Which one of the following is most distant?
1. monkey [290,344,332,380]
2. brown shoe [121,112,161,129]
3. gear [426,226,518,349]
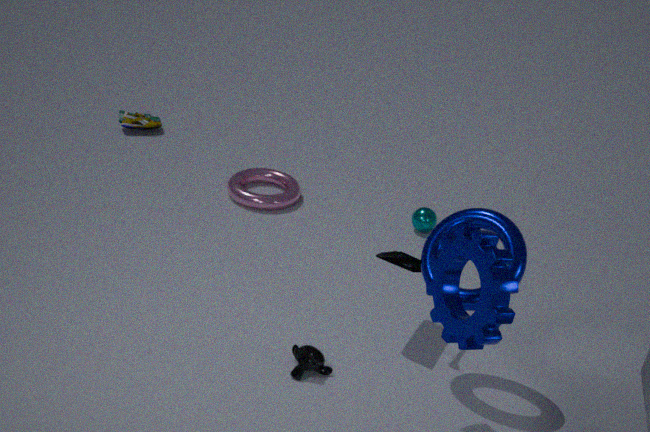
brown shoe [121,112,161,129]
